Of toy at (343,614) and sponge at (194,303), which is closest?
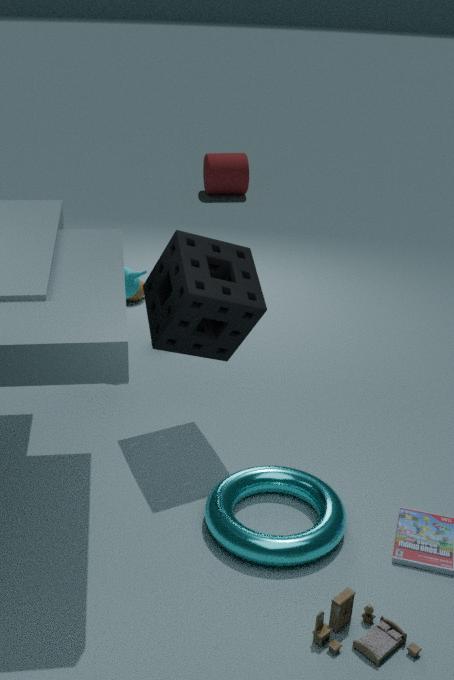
toy at (343,614)
